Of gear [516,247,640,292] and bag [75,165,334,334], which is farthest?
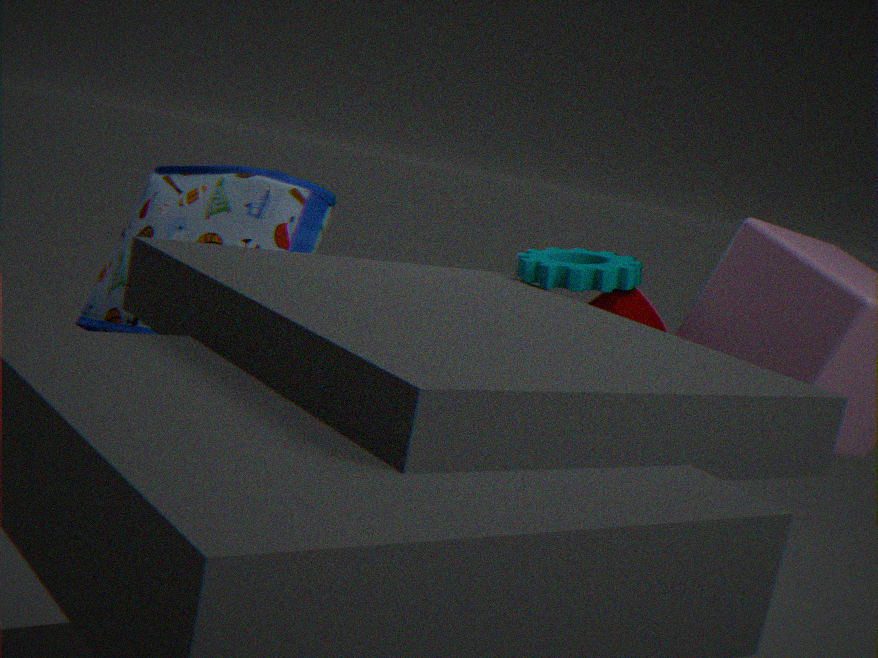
bag [75,165,334,334]
